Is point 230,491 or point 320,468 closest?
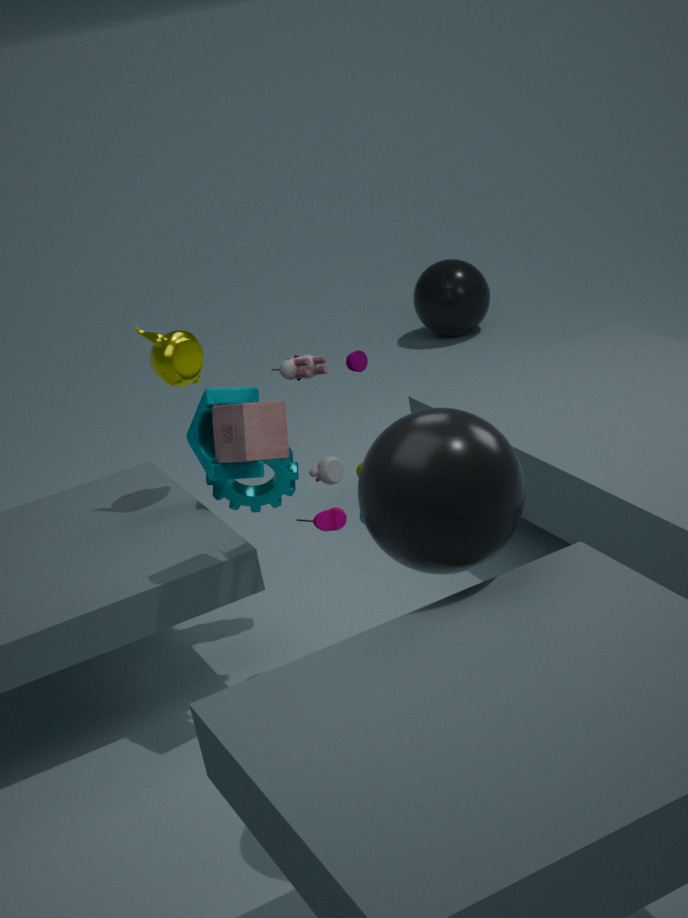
point 320,468
